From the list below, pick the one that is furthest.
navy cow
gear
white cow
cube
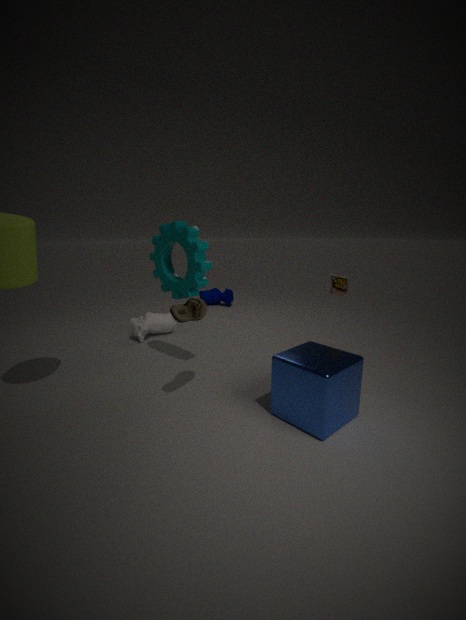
navy cow
